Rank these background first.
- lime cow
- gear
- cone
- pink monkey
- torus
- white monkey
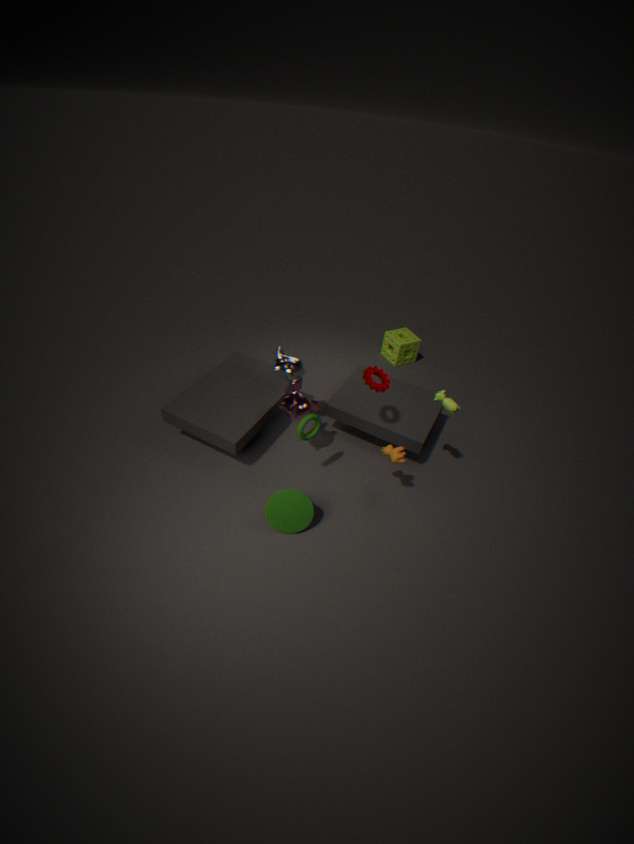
white monkey < pink monkey < gear < torus < lime cow < cone
